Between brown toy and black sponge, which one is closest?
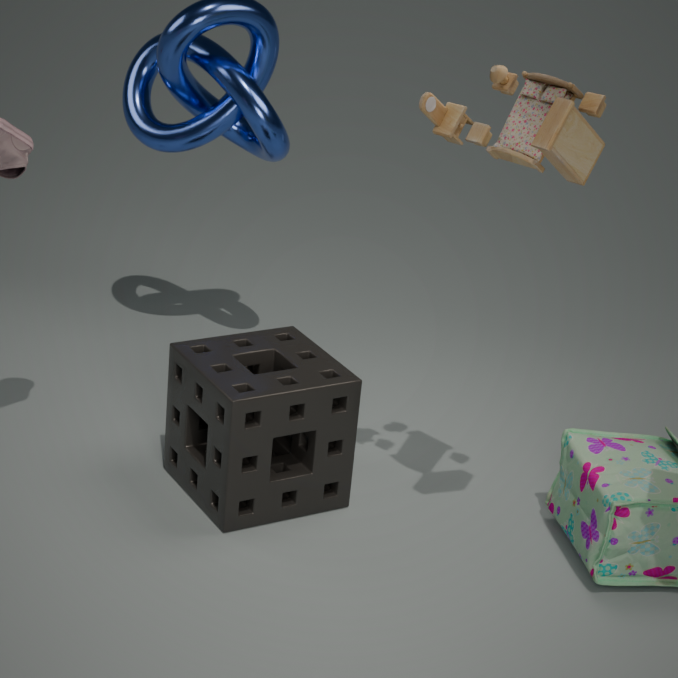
brown toy
